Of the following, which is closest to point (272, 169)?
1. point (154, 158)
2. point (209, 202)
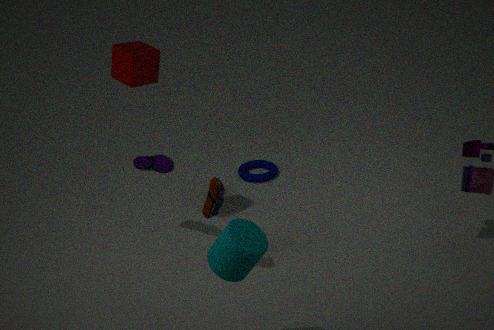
point (154, 158)
